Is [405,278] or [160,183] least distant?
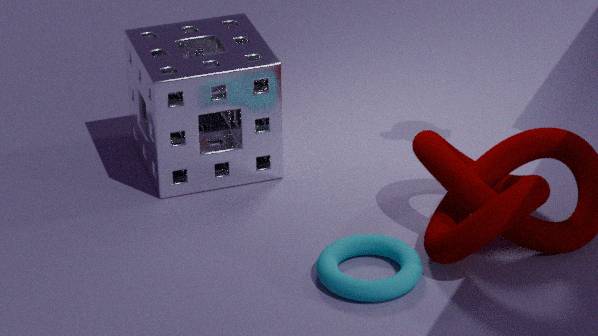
[405,278]
